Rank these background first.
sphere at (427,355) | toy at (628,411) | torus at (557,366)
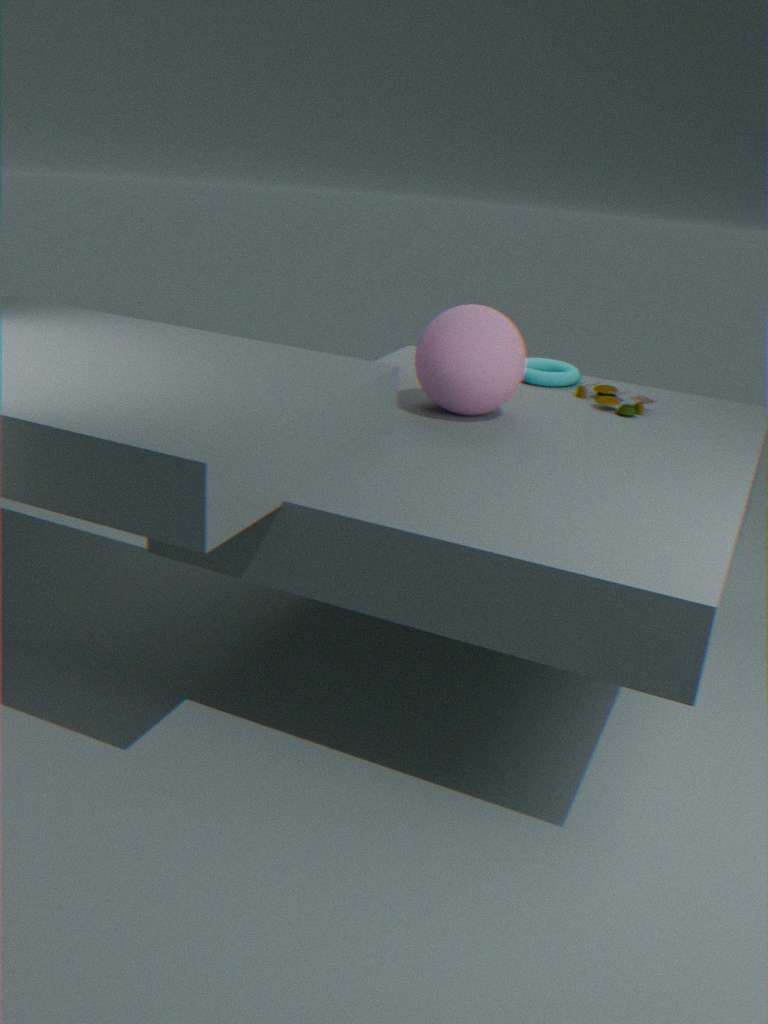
1. torus at (557,366)
2. toy at (628,411)
3. sphere at (427,355)
